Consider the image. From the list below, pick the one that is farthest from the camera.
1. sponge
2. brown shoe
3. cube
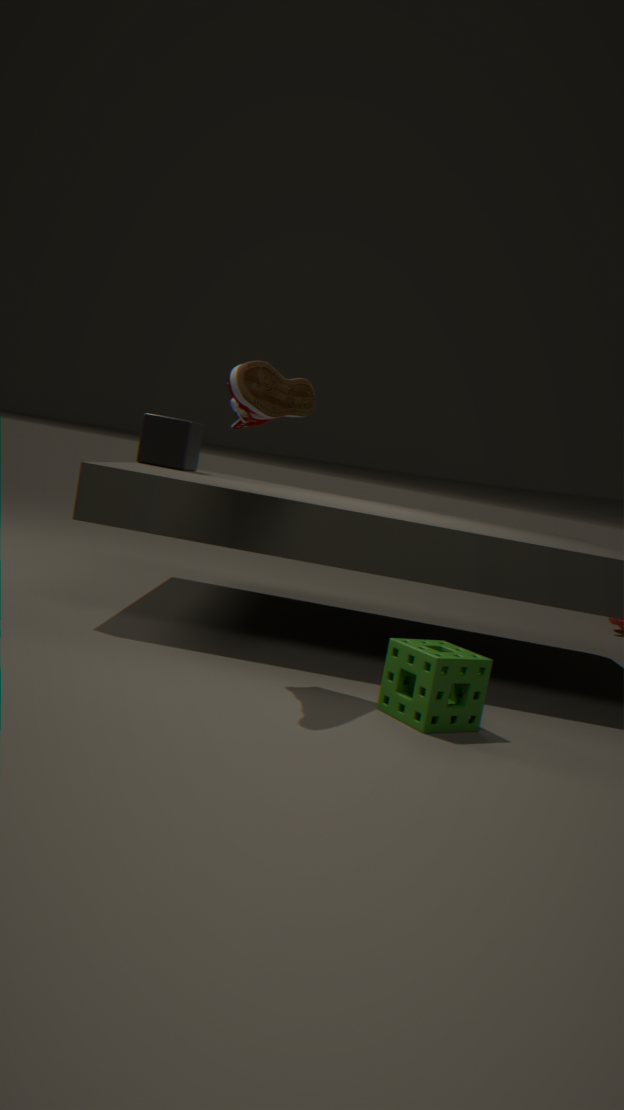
cube
